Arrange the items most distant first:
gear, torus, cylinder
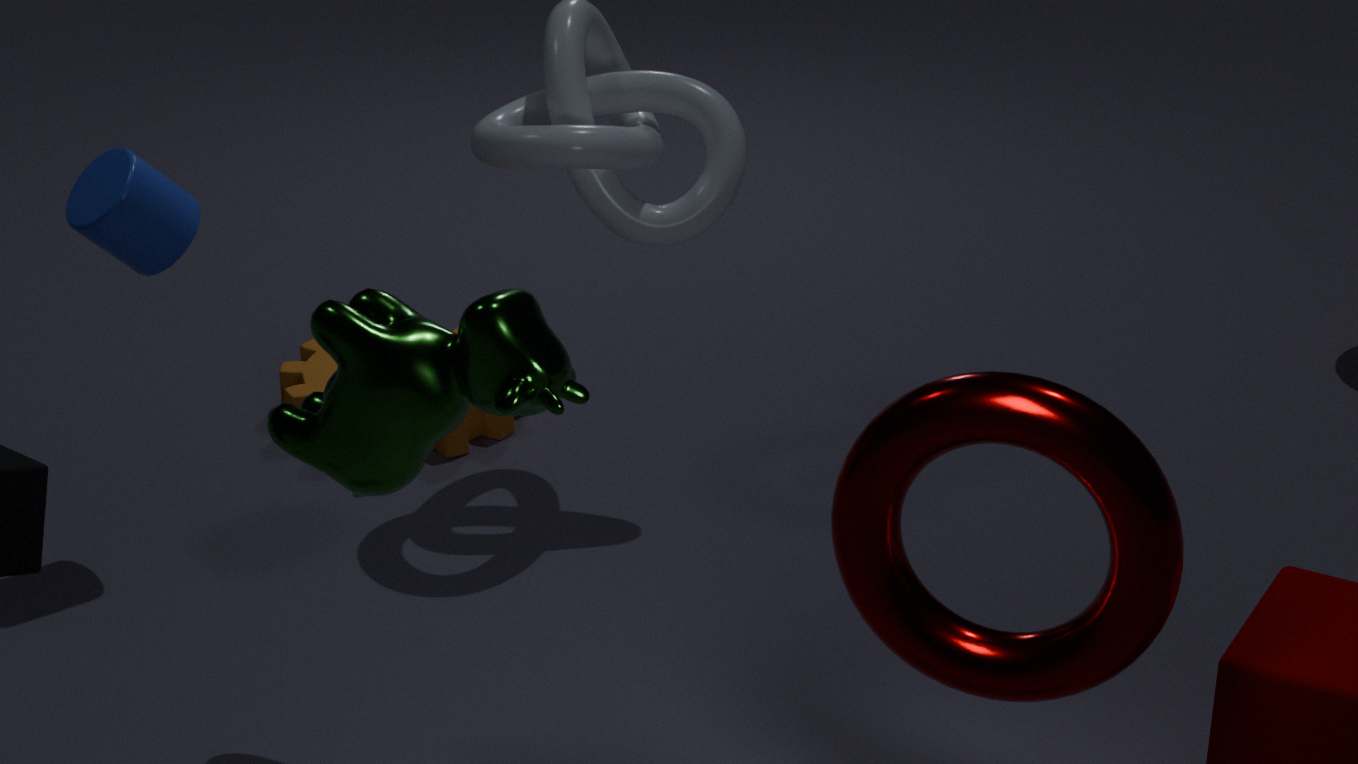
gear → cylinder → torus
